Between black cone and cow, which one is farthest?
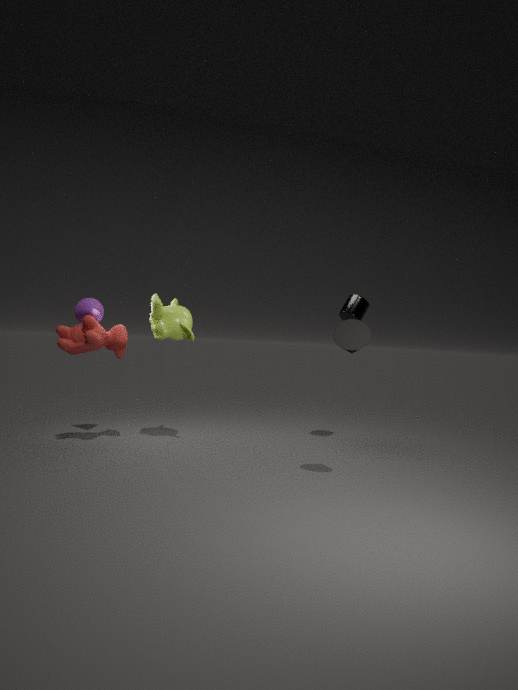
cow
